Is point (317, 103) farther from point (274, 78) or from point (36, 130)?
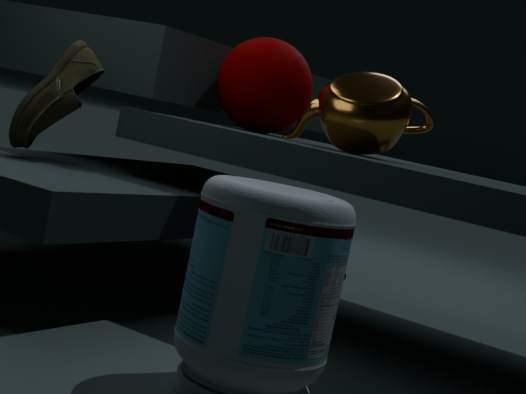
point (36, 130)
